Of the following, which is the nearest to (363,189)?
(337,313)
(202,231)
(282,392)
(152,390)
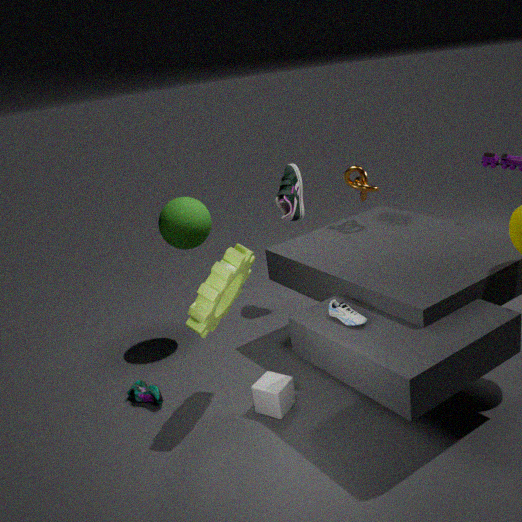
(202,231)
